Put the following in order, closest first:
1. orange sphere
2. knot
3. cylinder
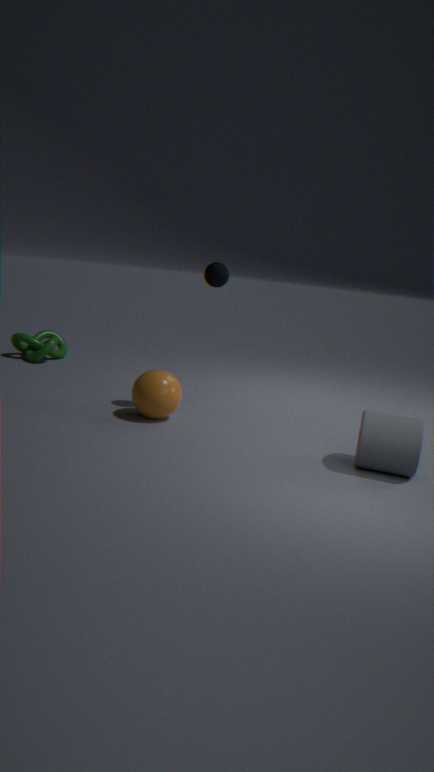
1. cylinder
2. orange sphere
3. knot
